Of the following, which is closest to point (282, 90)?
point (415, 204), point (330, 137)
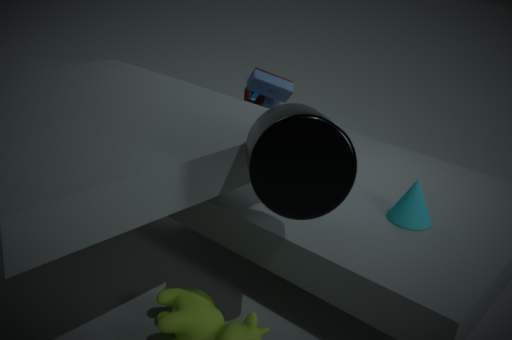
point (415, 204)
